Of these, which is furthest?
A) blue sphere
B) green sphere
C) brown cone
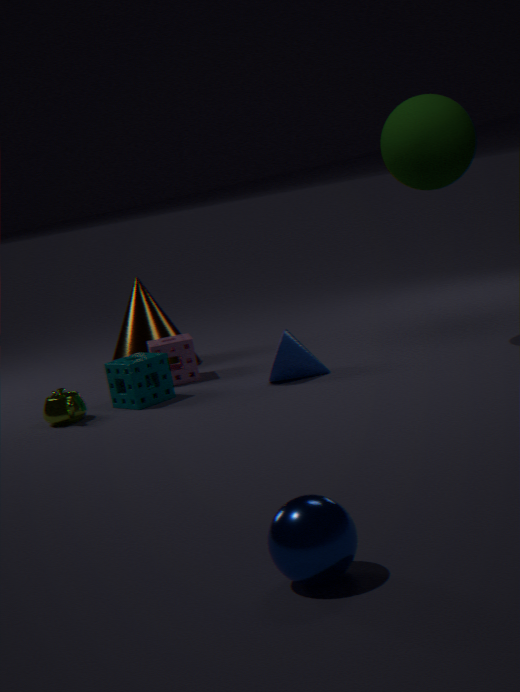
brown cone
